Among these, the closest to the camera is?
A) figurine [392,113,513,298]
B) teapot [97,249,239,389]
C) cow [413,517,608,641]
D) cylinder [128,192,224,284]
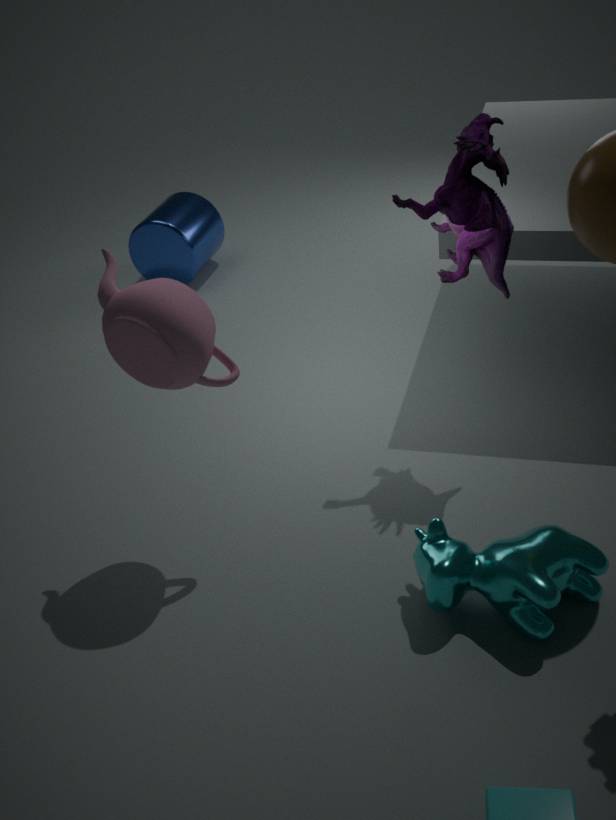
cow [413,517,608,641]
